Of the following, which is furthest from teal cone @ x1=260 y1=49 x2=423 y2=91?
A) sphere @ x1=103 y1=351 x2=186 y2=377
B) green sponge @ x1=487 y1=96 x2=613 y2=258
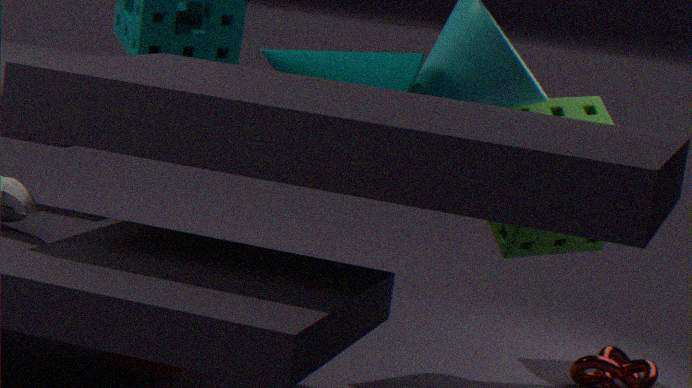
sphere @ x1=103 y1=351 x2=186 y2=377
